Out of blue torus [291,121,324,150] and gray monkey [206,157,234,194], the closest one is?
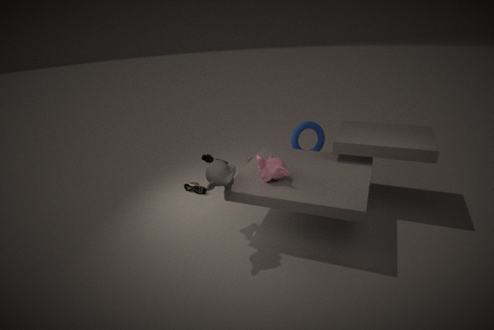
gray monkey [206,157,234,194]
